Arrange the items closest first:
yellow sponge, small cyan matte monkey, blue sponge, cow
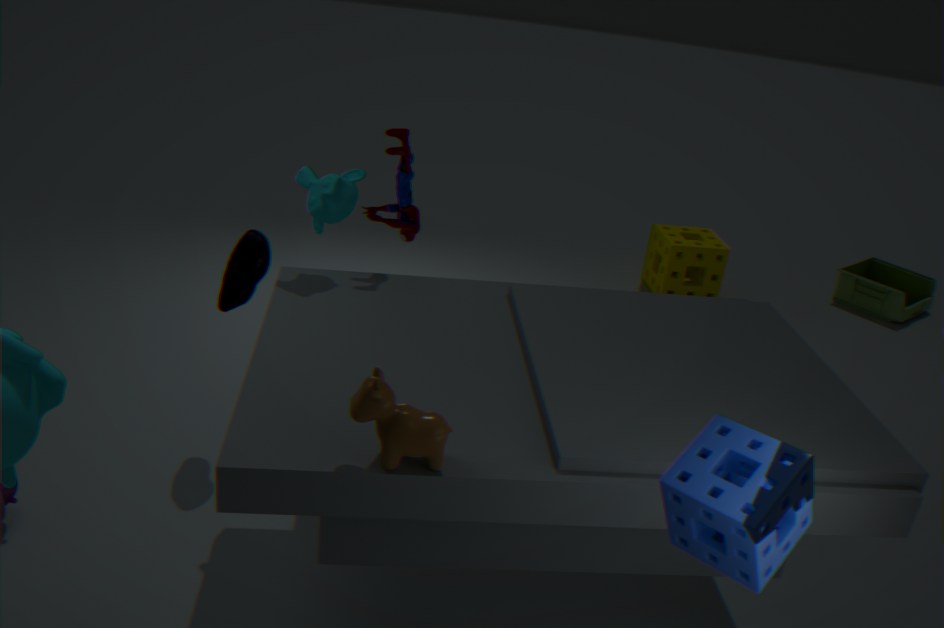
blue sponge → cow → small cyan matte monkey → yellow sponge
